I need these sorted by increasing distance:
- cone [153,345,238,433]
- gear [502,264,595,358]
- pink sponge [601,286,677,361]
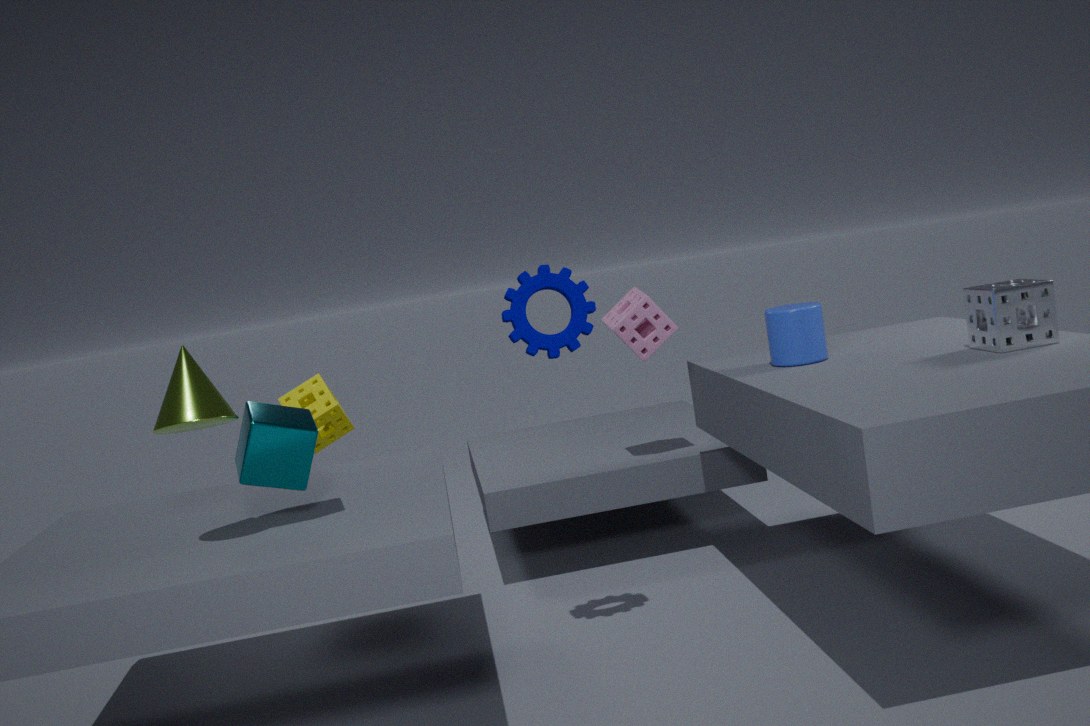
cone [153,345,238,433]
gear [502,264,595,358]
pink sponge [601,286,677,361]
